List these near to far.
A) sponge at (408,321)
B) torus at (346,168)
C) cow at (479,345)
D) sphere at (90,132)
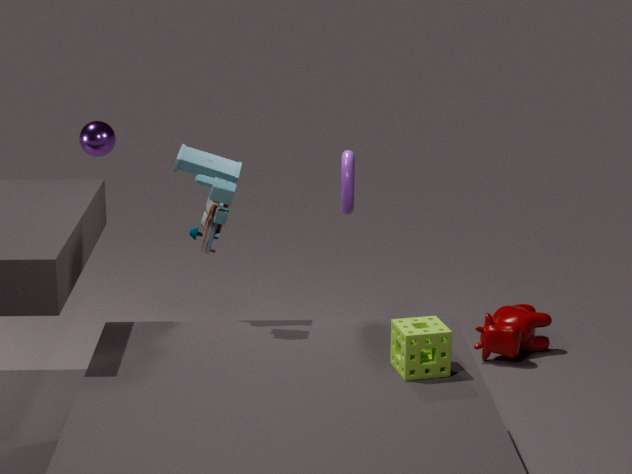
sponge at (408,321) → torus at (346,168) → cow at (479,345) → sphere at (90,132)
